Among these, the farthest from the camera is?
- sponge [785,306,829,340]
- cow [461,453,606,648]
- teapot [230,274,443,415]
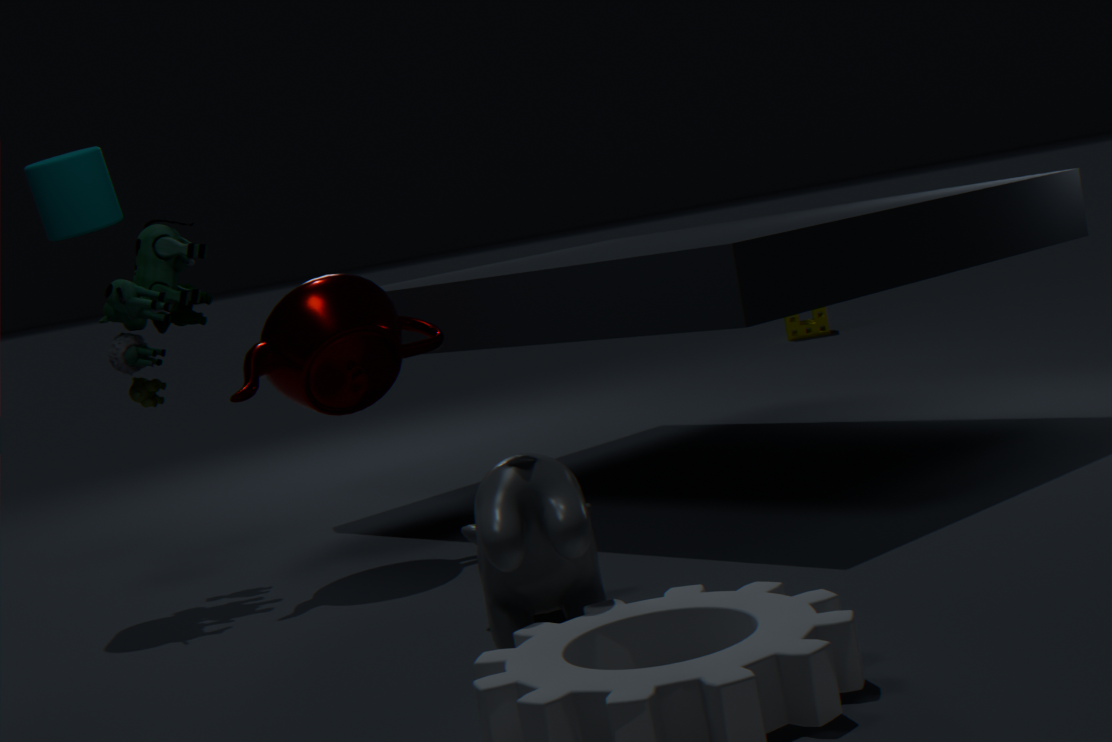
sponge [785,306,829,340]
